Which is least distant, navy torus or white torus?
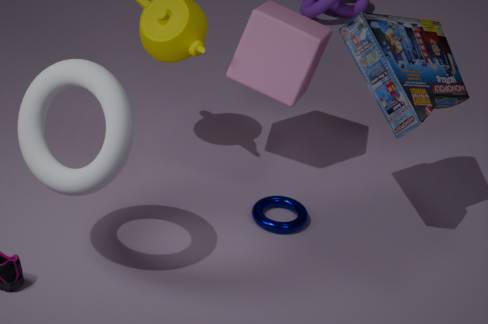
white torus
